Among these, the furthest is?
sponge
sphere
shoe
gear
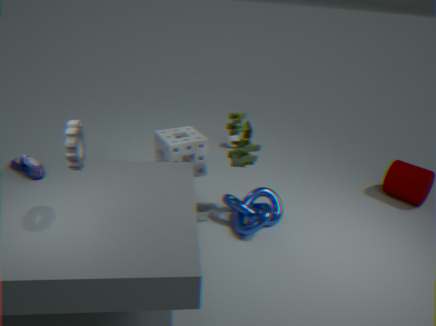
sphere
